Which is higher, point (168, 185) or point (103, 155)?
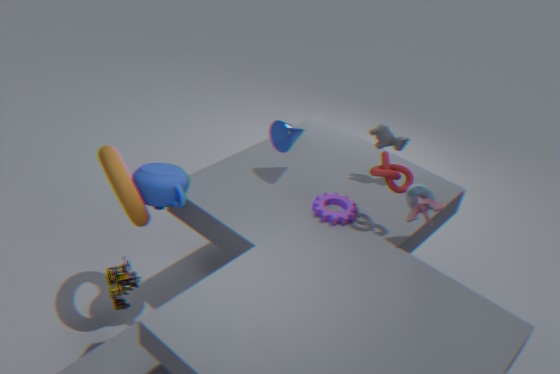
point (168, 185)
